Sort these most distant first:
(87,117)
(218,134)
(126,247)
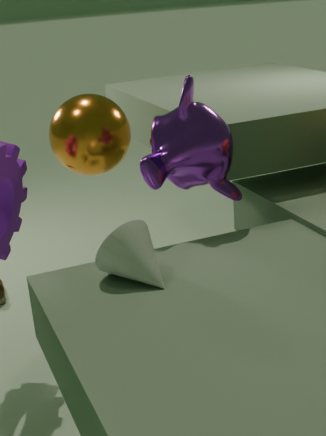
1. (87,117)
2. (218,134)
3. (126,247)
